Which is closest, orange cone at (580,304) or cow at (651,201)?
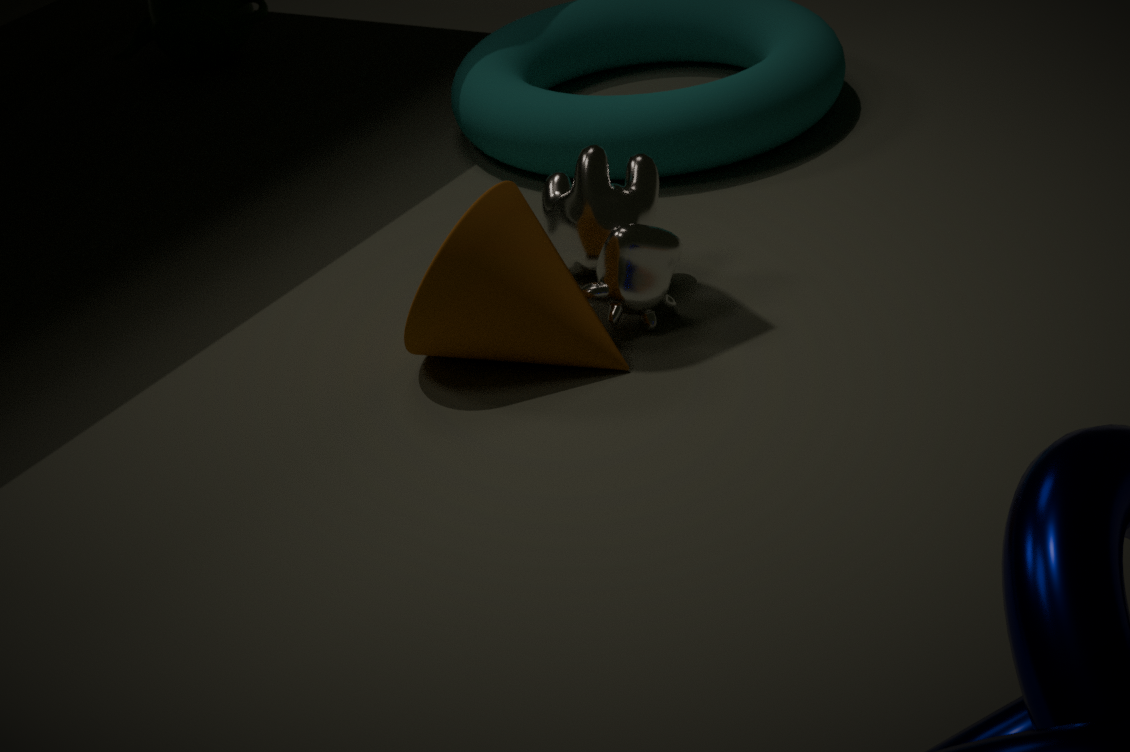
orange cone at (580,304)
